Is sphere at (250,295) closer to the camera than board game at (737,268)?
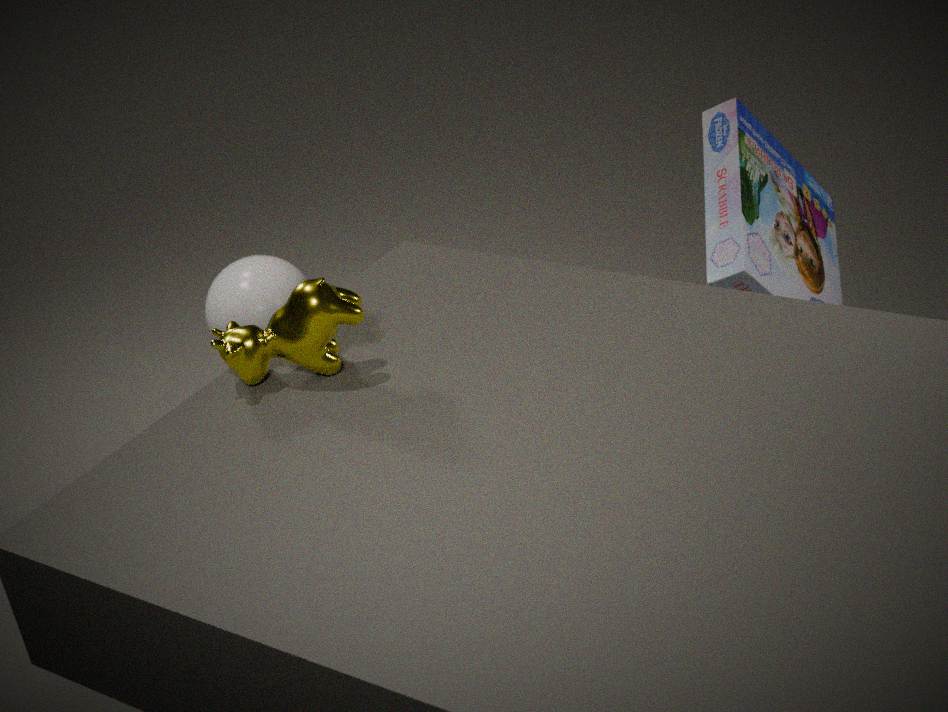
No
